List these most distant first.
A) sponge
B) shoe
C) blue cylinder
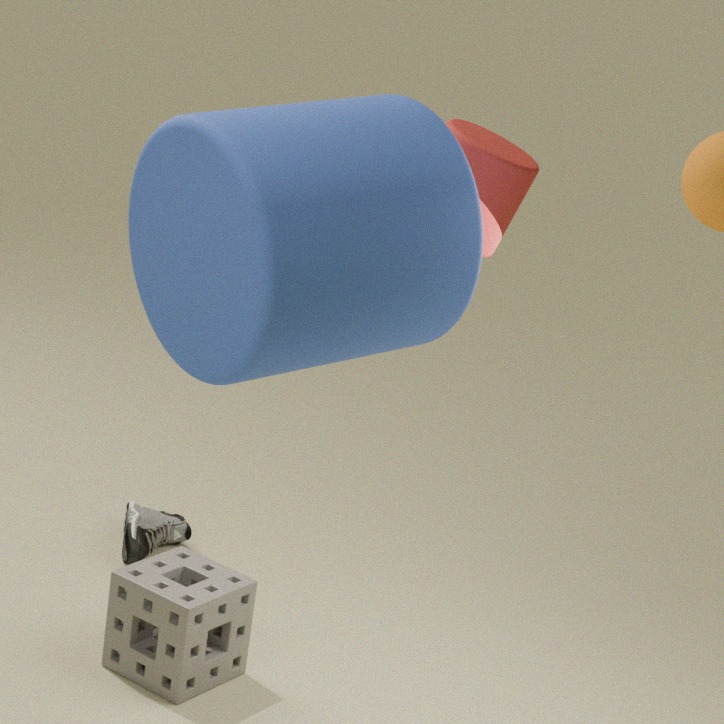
shoe → sponge → blue cylinder
